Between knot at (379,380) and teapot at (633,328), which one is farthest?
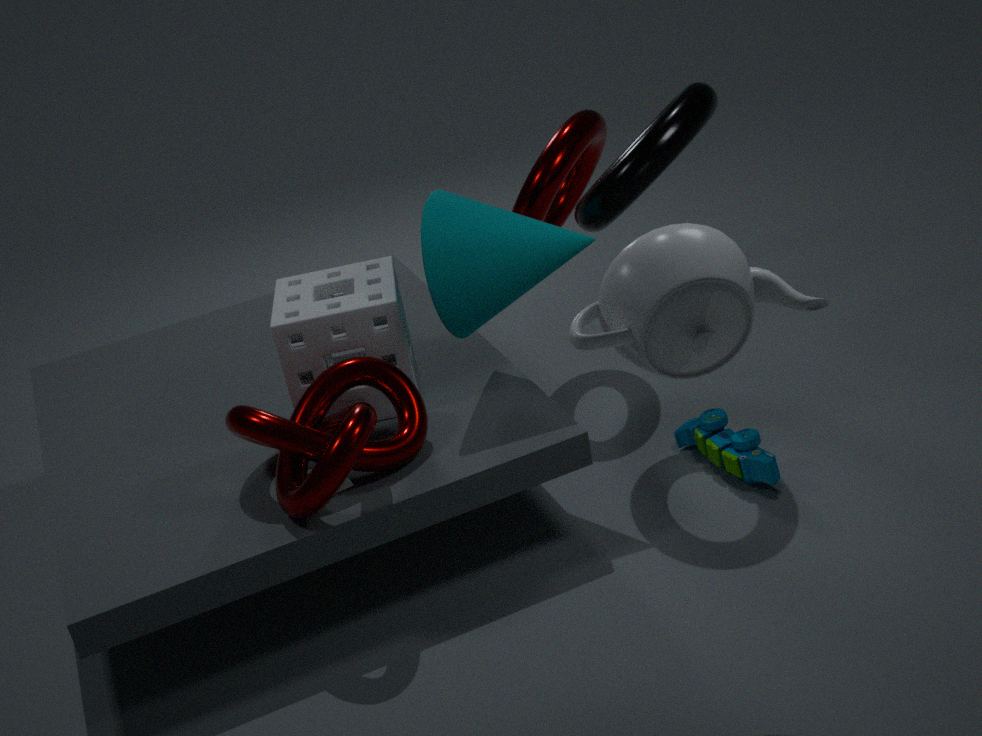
knot at (379,380)
